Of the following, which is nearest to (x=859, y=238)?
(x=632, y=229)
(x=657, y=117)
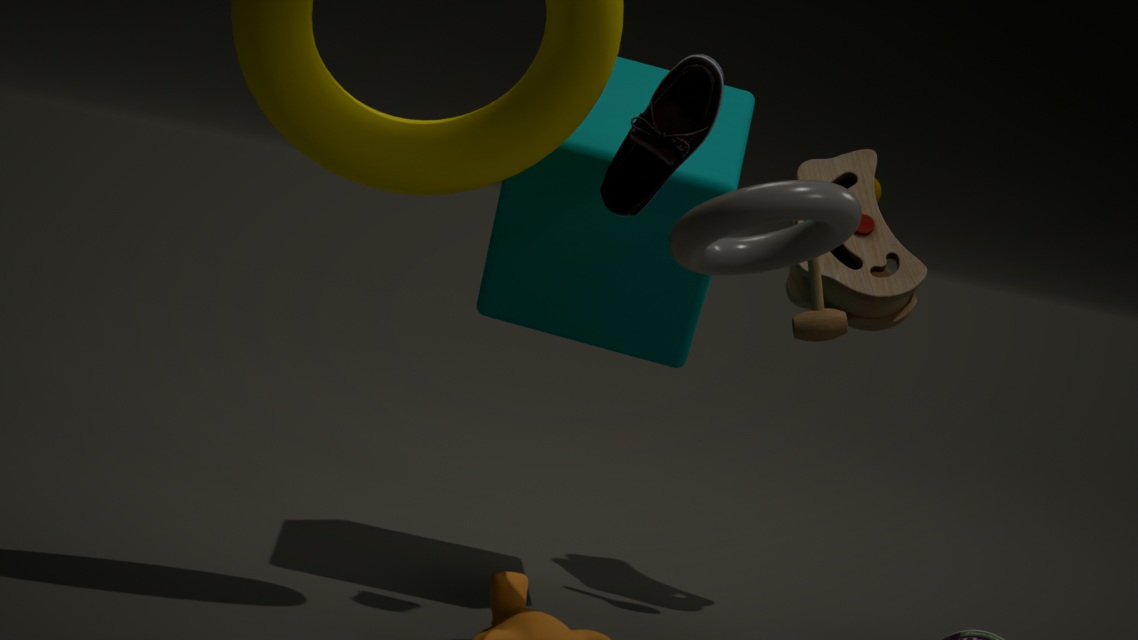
(x=632, y=229)
